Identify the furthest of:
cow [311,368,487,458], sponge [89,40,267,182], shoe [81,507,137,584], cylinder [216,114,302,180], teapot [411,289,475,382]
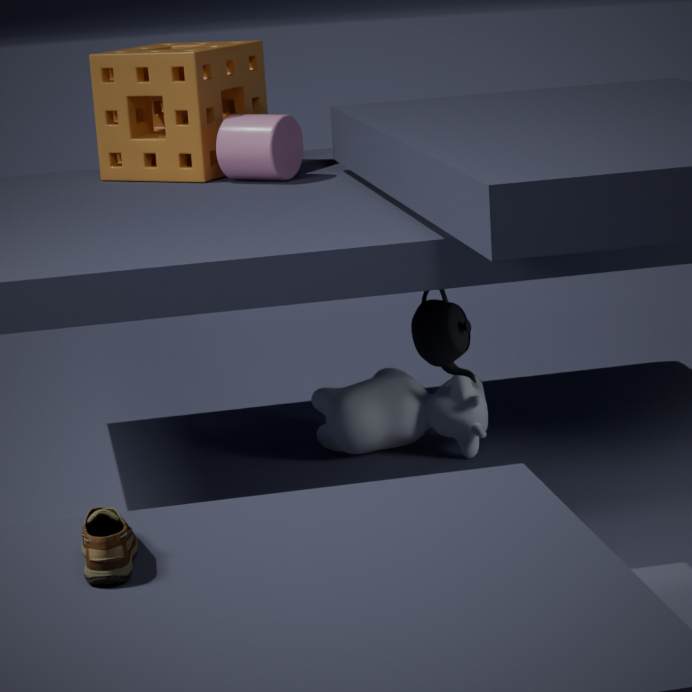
sponge [89,40,267,182]
